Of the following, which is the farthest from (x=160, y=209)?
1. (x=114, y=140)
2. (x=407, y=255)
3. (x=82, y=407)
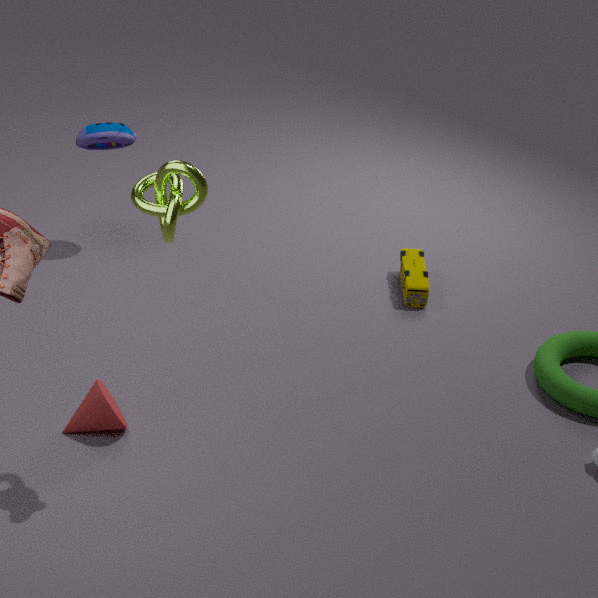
(x=407, y=255)
